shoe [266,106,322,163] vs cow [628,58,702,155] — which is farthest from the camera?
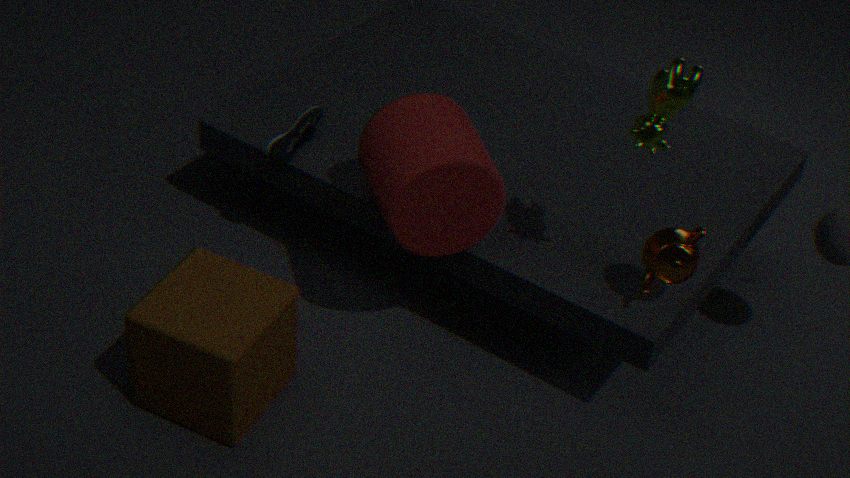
shoe [266,106,322,163]
